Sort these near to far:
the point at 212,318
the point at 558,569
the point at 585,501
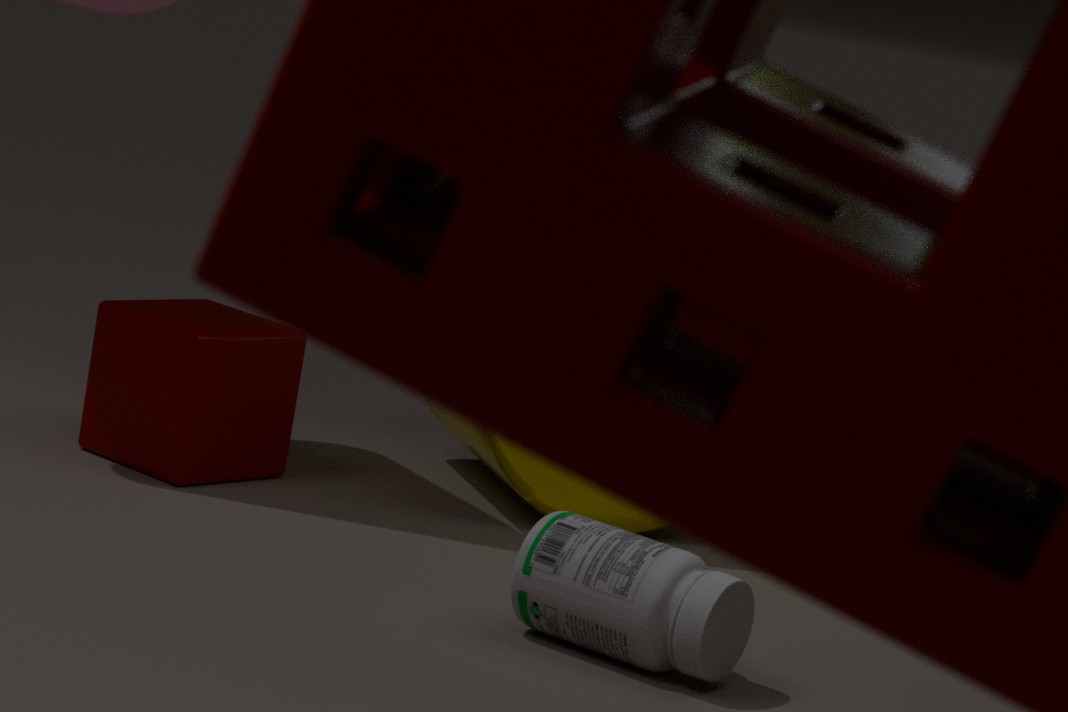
the point at 558,569, the point at 212,318, the point at 585,501
